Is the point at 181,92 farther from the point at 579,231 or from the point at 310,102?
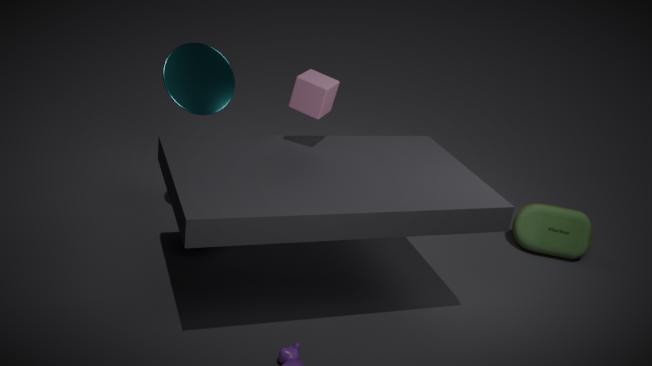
the point at 579,231
